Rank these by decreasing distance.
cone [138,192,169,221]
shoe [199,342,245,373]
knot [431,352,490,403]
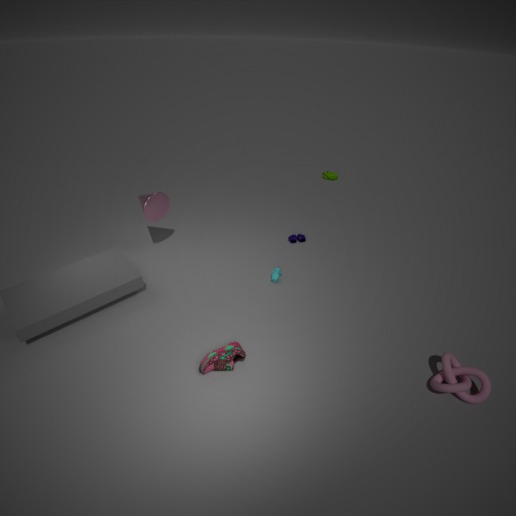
cone [138,192,169,221]
shoe [199,342,245,373]
knot [431,352,490,403]
